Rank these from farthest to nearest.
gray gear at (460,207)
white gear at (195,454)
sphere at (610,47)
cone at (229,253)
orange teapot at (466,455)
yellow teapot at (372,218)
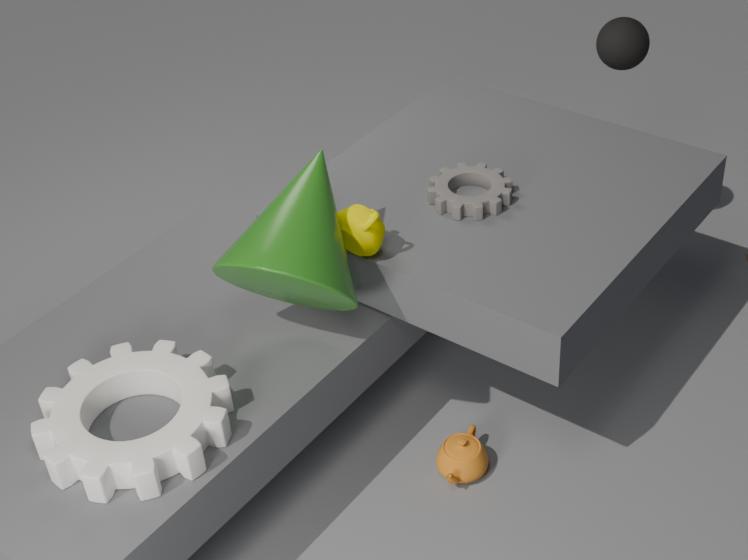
sphere at (610,47) < gray gear at (460,207) < orange teapot at (466,455) < yellow teapot at (372,218) < cone at (229,253) < white gear at (195,454)
